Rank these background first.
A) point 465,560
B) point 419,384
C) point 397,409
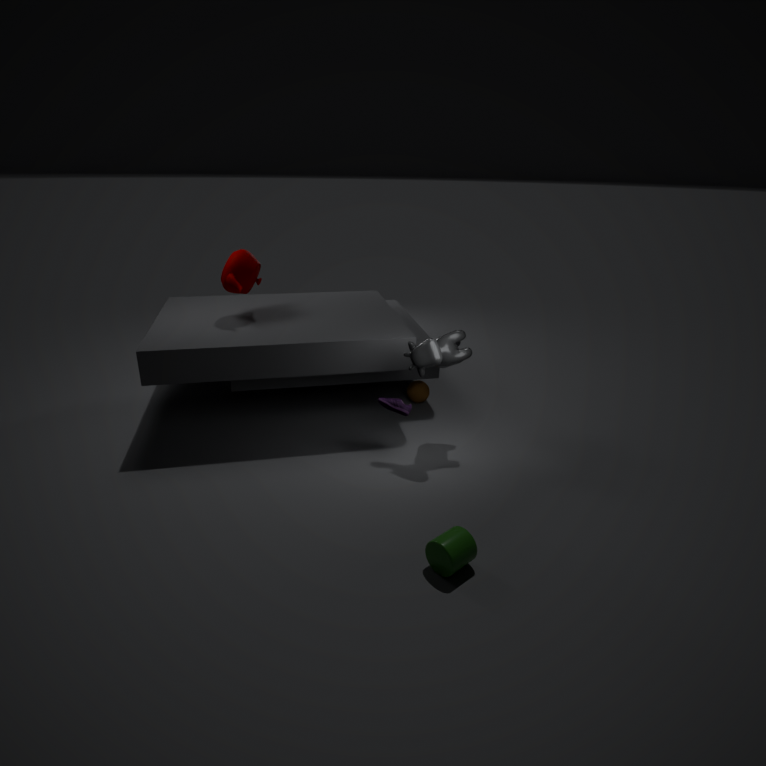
point 419,384
point 397,409
point 465,560
